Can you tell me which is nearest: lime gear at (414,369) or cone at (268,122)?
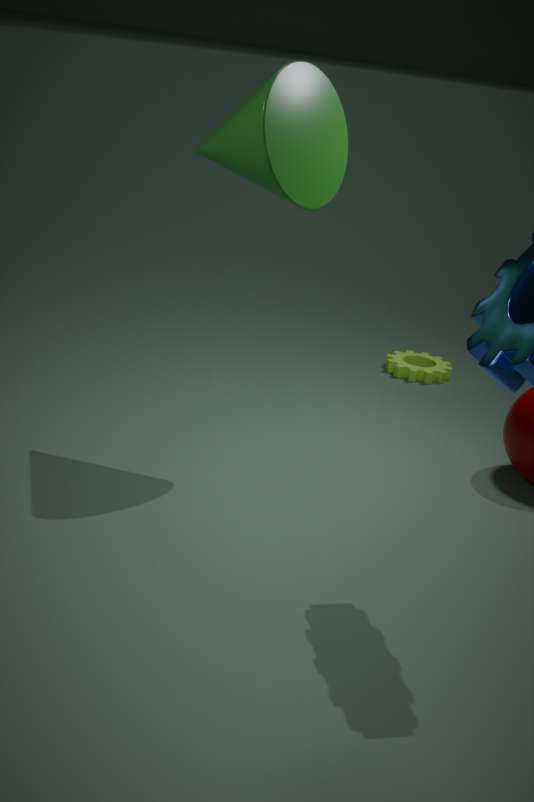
cone at (268,122)
